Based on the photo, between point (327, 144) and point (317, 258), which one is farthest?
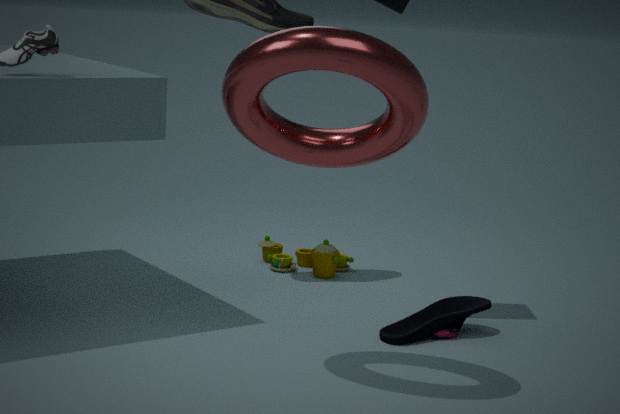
point (317, 258)
